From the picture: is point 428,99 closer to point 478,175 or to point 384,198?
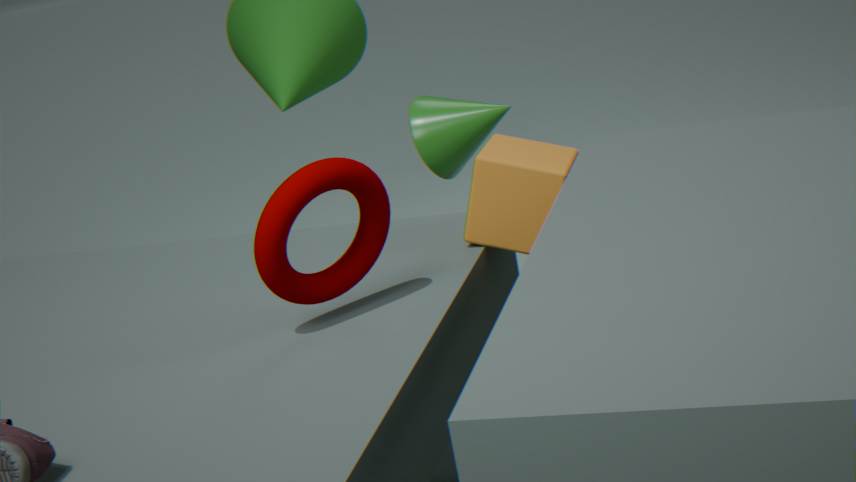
point 478,175
